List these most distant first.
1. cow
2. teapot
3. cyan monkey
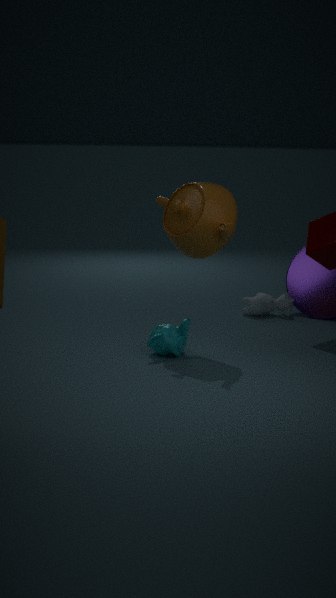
cow
cyan monkey
teapot
